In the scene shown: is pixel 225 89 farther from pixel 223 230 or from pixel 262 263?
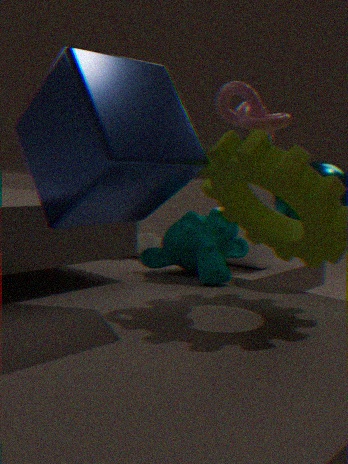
pixel 262 263
